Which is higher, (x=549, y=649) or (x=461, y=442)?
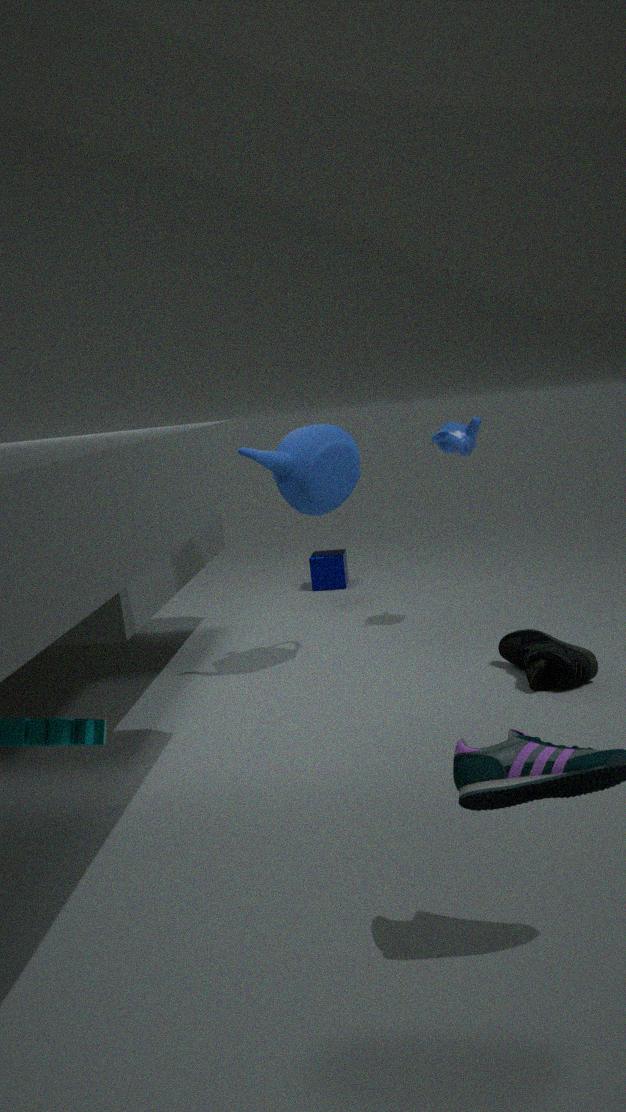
(x=461, y=442)
